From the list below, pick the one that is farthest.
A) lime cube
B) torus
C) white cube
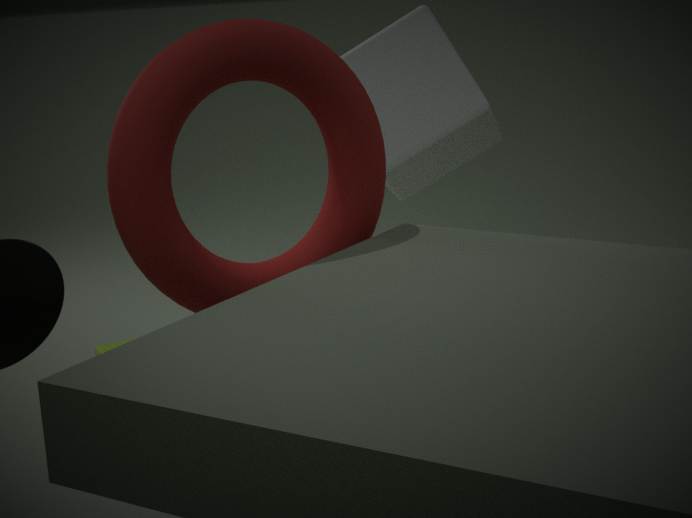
white cube
